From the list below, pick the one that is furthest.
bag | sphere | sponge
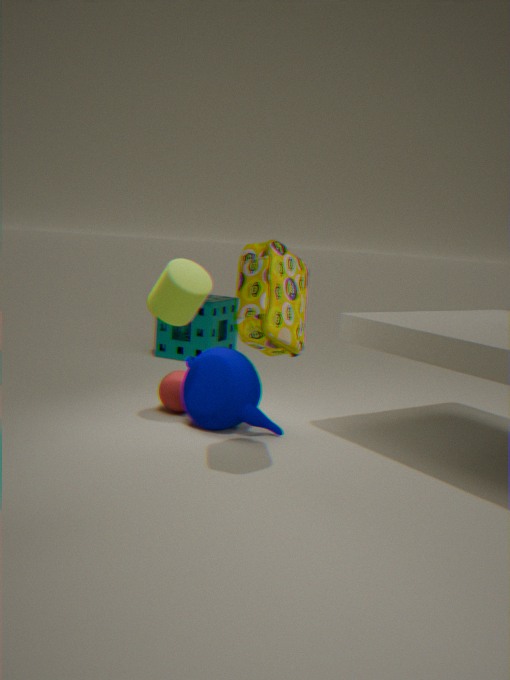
sponge
